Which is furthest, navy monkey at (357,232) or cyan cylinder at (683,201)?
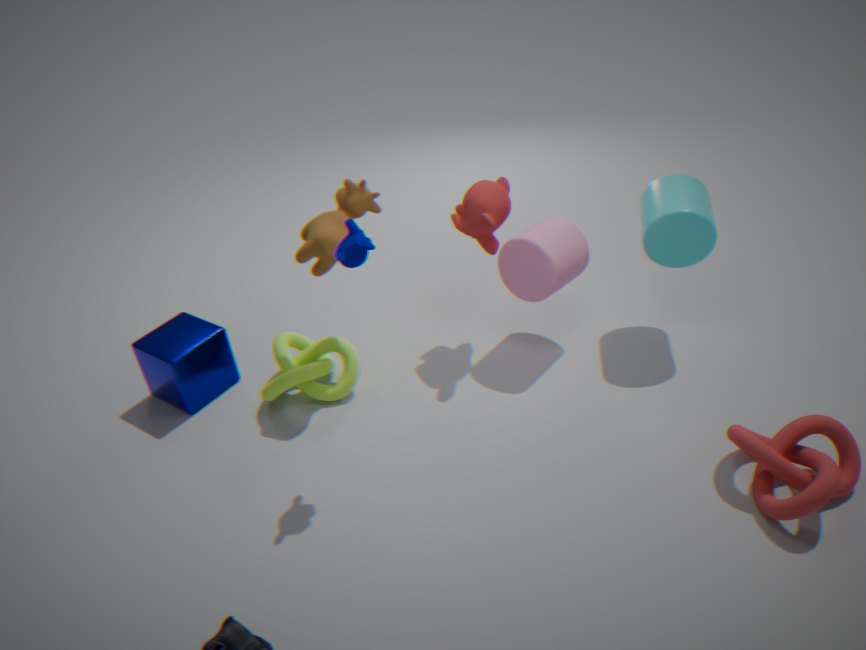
cyan cylinder at (683,201)
